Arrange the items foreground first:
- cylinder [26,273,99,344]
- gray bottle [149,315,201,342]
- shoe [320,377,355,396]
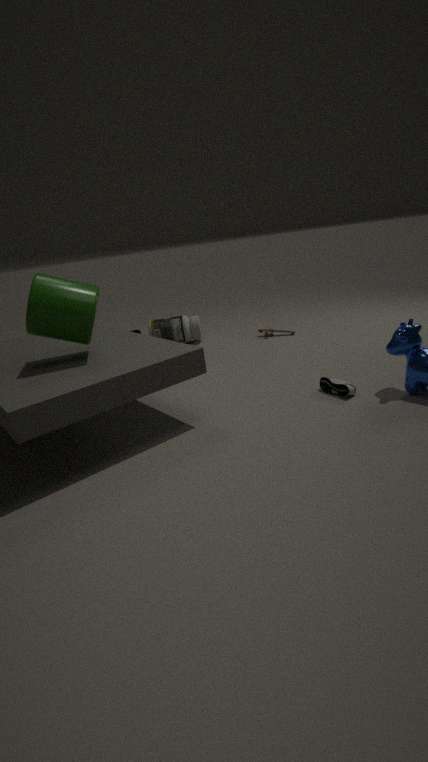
1. cylinder [26,273,99,344]
2. shoe [320,377,355,396]
3. gray bottle [149,315,201,342]
